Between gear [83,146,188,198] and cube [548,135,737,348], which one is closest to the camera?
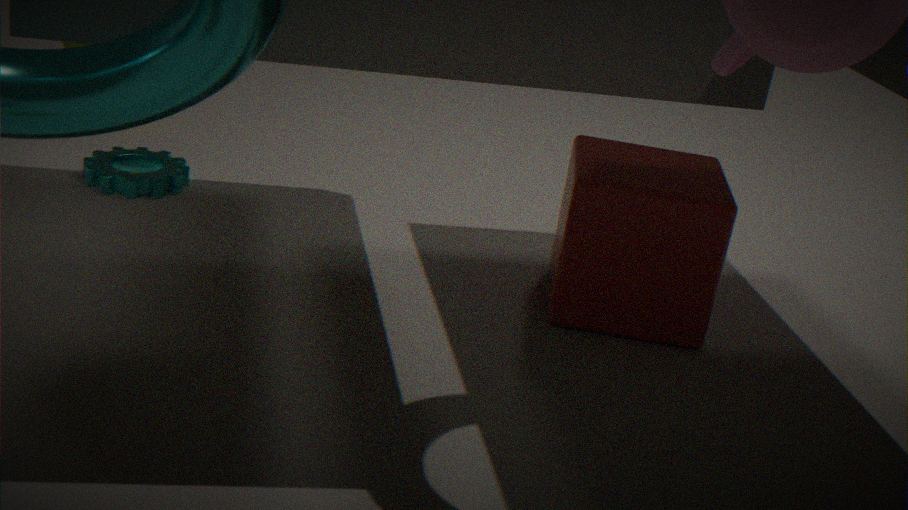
cube [548,135,737,348]
